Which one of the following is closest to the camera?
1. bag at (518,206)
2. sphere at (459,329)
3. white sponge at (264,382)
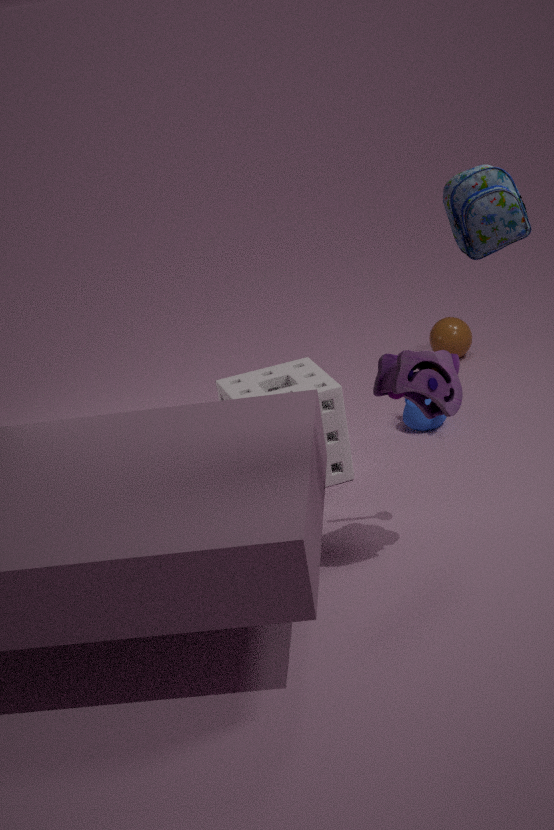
bag at (518,206)
